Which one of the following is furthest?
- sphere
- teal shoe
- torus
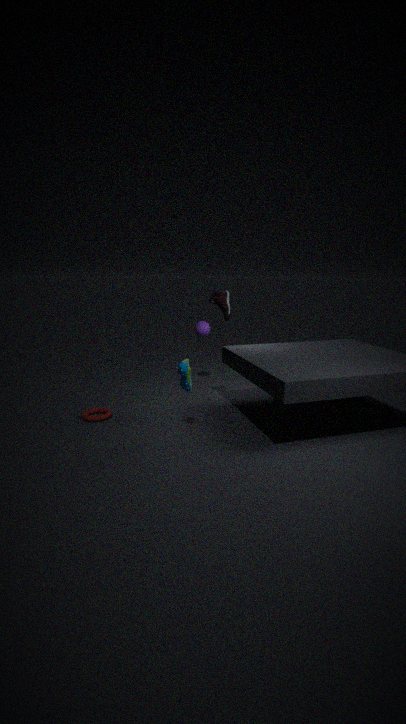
sphere
